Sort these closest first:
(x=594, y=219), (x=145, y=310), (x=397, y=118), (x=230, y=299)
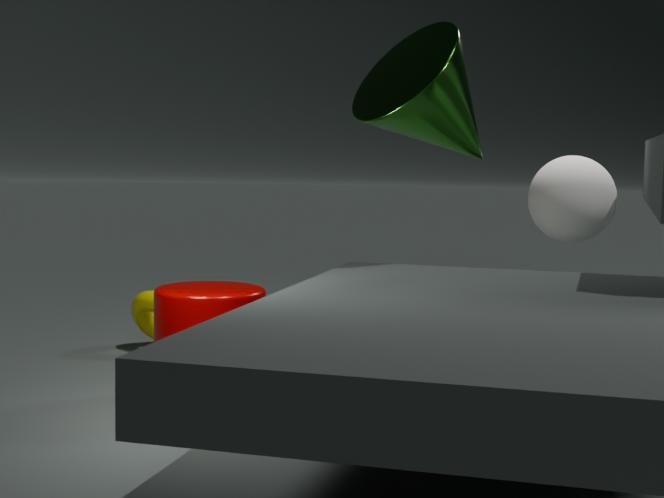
(x=230, y=299), (x=397, y=118), (x=145, y=310), (x=594, y=219)
